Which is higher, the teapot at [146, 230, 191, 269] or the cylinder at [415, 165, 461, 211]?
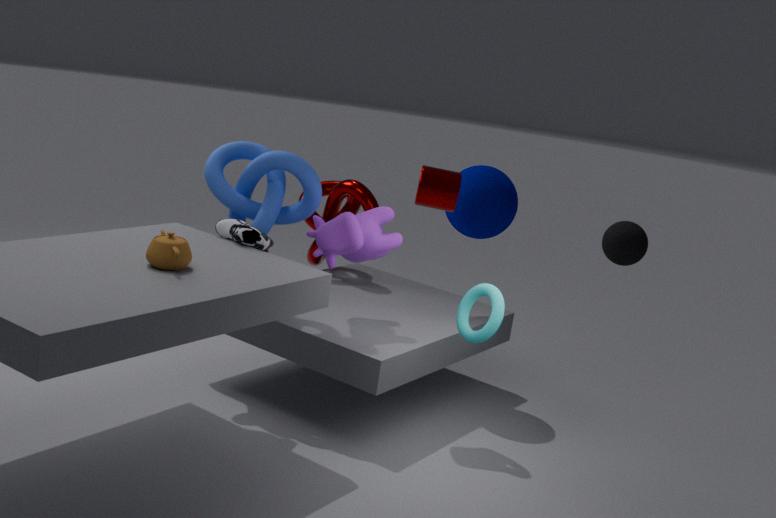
the cylinder at [415, 165, 461, 211]
